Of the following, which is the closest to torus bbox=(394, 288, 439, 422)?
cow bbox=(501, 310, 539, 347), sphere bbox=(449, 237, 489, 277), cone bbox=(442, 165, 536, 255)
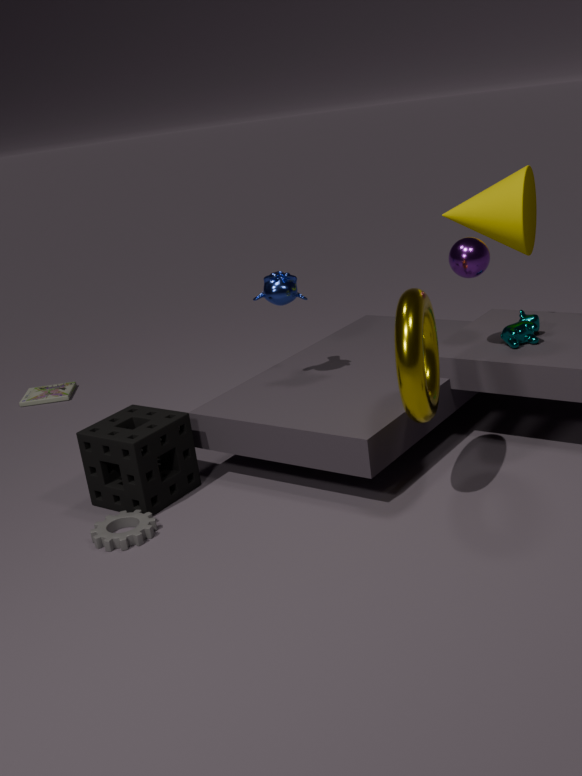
sphere bbox=(449, 237, 489, 277)
